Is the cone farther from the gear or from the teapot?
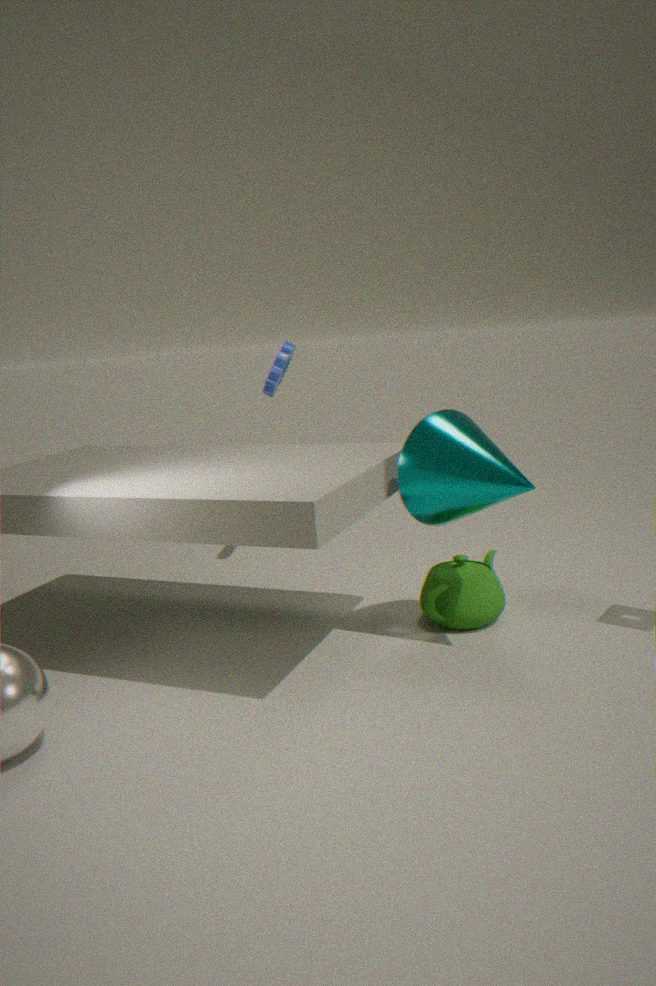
the gear
